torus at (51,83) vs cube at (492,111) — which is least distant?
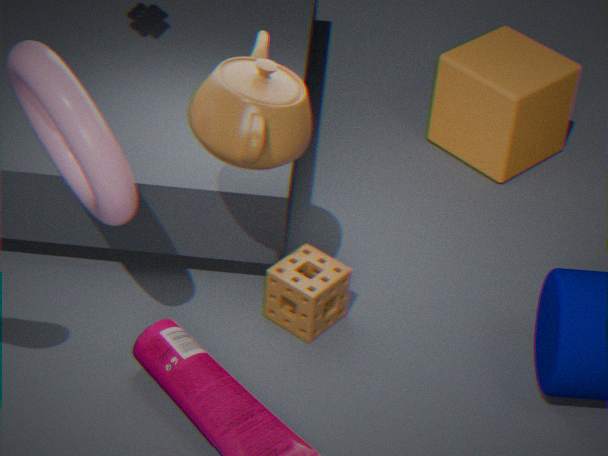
torus at (51,83)
